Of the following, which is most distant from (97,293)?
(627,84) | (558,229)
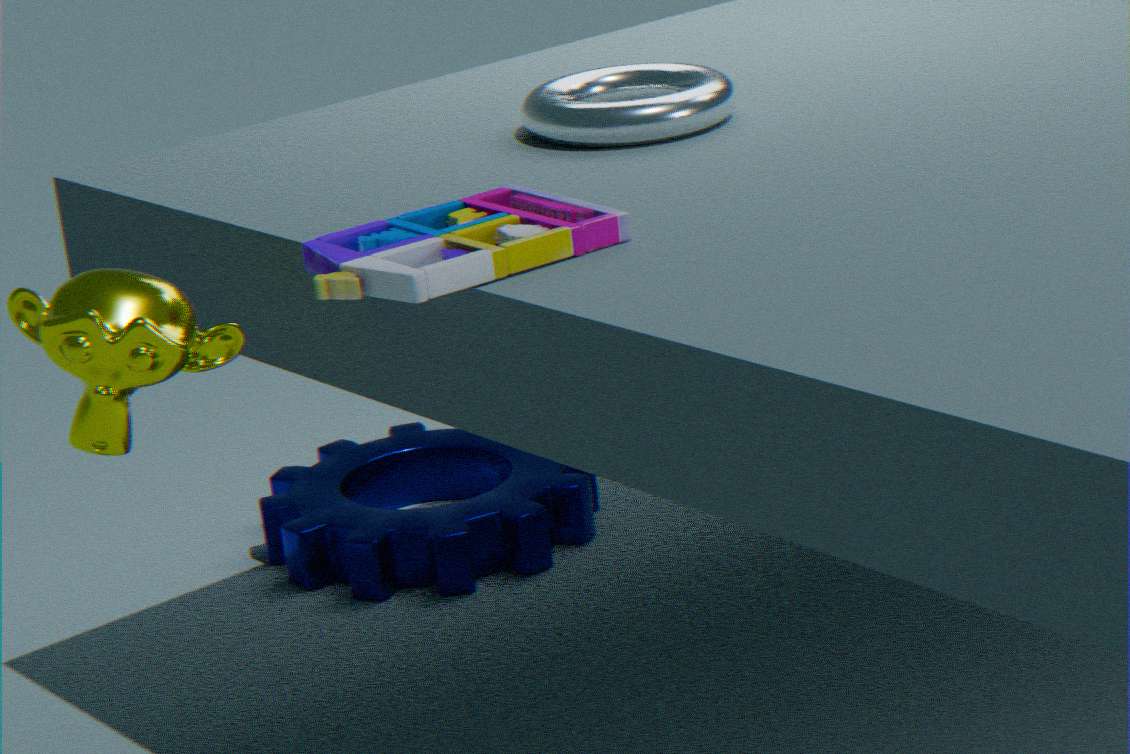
(627,84)
